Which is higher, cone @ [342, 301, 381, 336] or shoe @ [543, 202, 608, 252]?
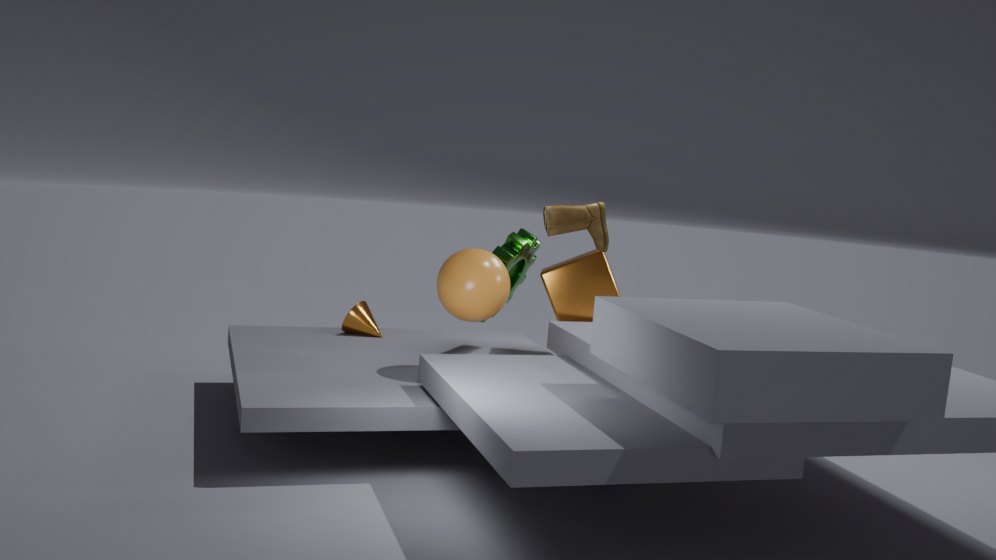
shoe @ [543, 202, 608, 252]
